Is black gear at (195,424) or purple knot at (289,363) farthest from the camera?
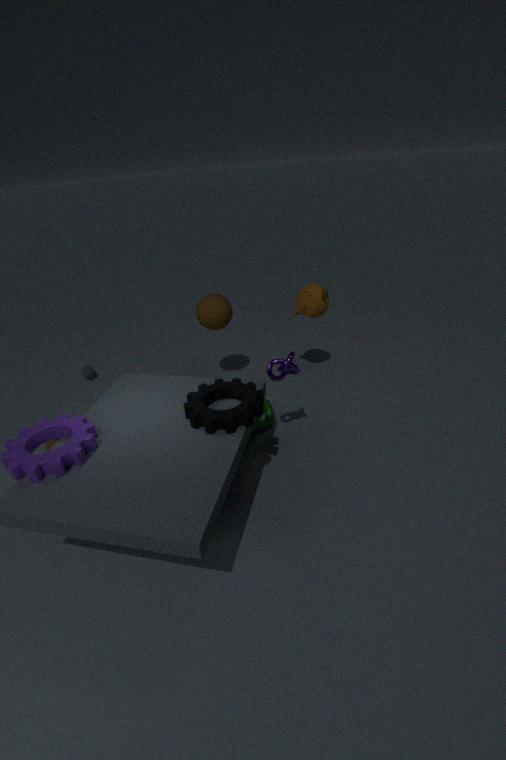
purple knot at (289,363)
